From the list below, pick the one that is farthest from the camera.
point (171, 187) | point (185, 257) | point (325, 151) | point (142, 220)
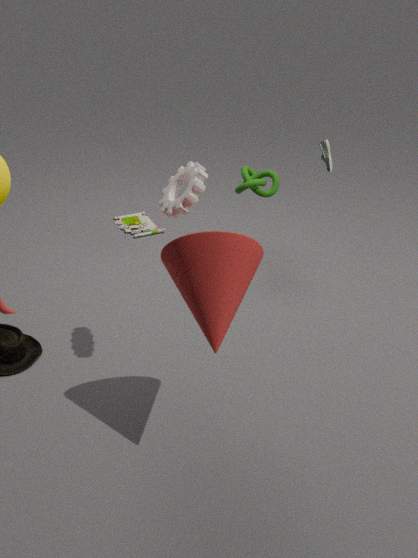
point (142, 220)
